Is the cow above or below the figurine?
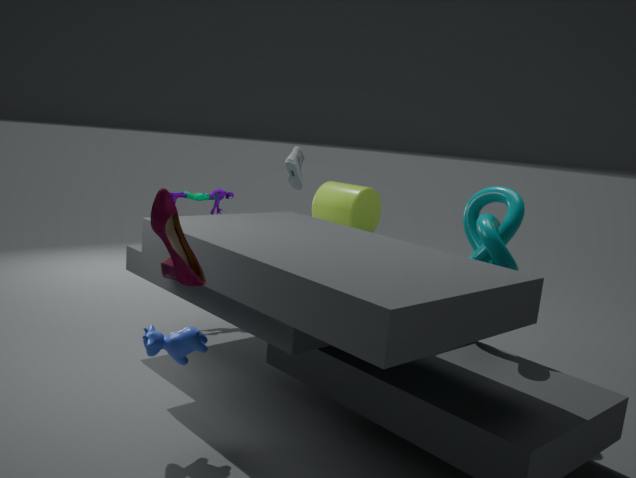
below
